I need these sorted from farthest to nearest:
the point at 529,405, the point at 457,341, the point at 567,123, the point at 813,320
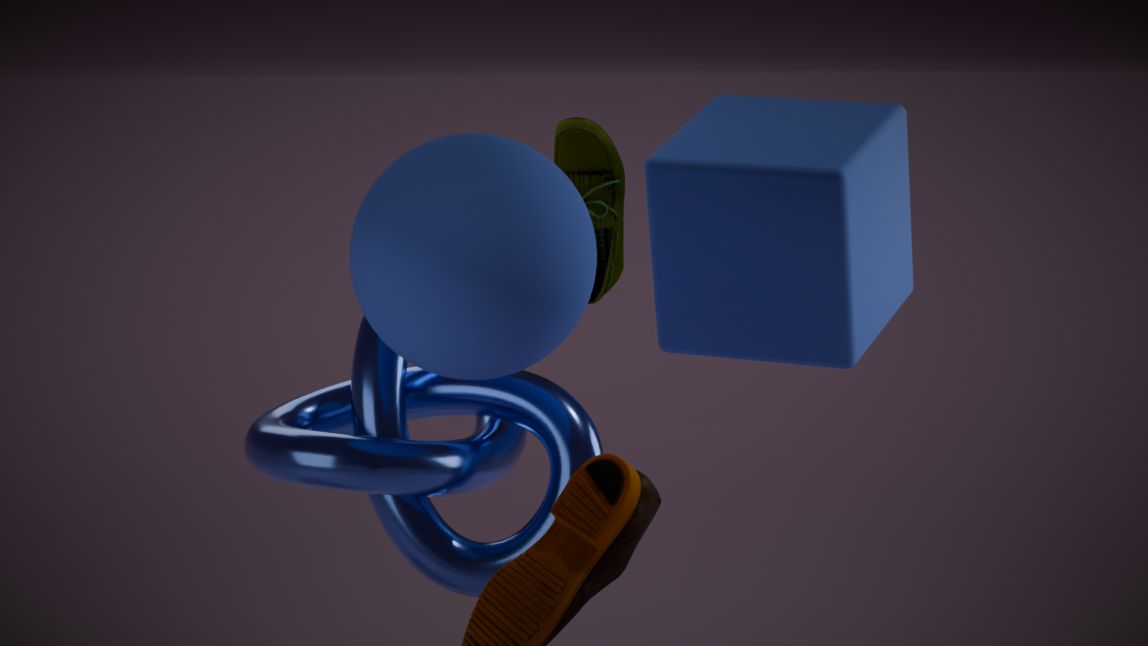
the point at 567,123, the point at 813,320, the point at 529,405, the point at 457,341
